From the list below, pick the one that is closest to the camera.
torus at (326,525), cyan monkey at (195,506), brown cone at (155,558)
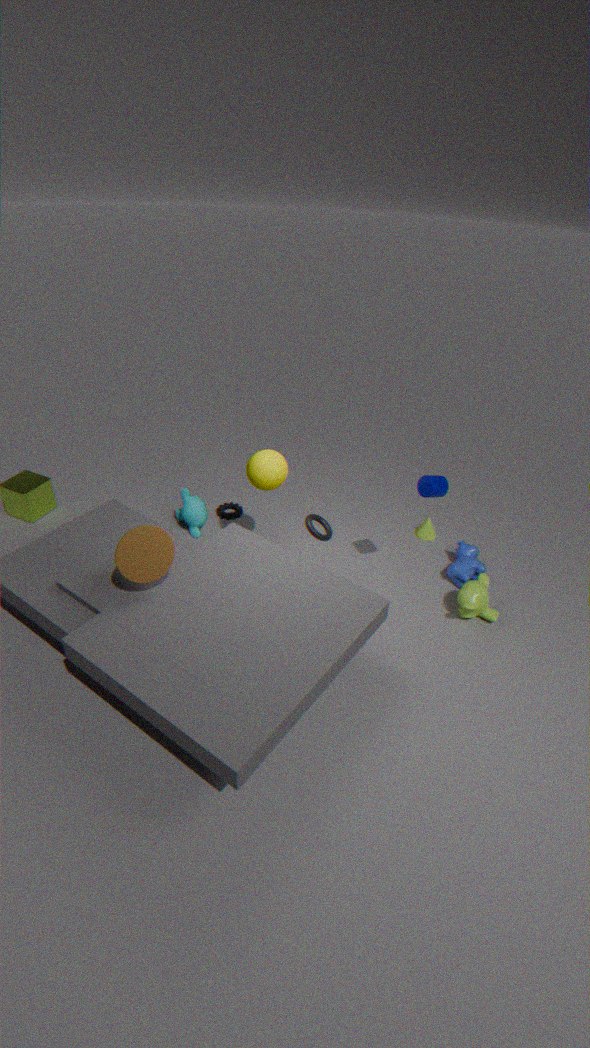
brown cone at (155,558)
